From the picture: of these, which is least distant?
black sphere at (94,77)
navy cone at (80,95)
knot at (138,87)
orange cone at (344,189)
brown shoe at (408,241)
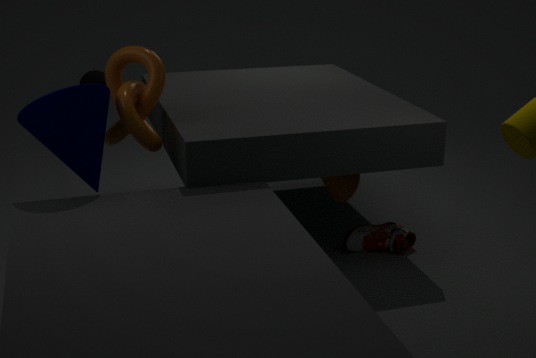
navy cone at (80,95)
